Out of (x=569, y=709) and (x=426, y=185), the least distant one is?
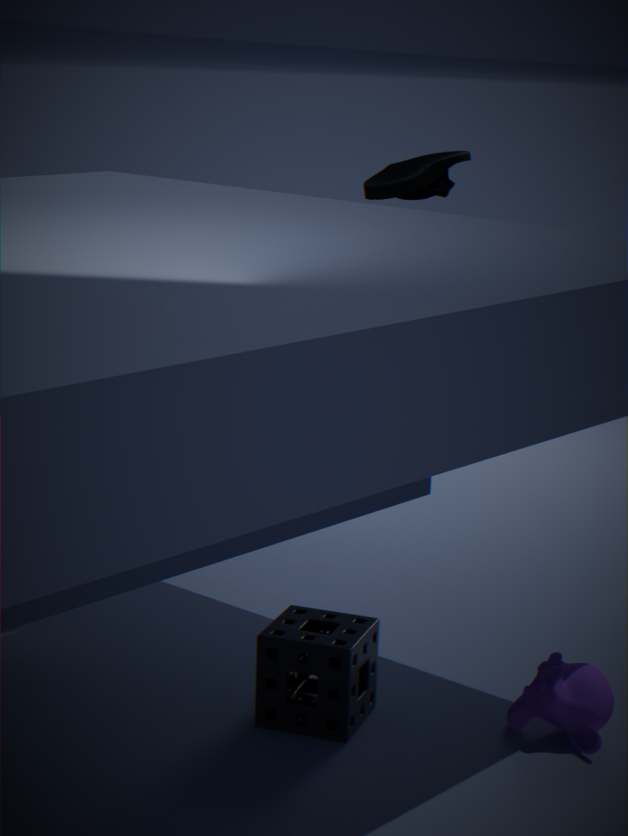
(x=569, y=709)
